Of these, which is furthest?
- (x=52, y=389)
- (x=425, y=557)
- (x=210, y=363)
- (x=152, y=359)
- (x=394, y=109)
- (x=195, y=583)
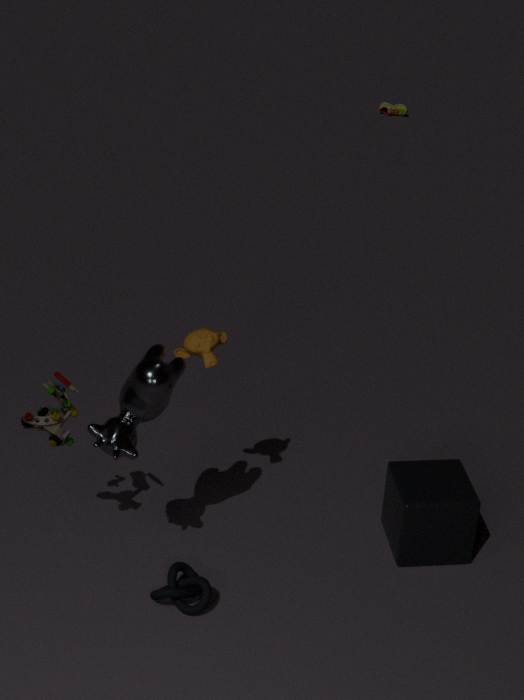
(x=394, y=109)
